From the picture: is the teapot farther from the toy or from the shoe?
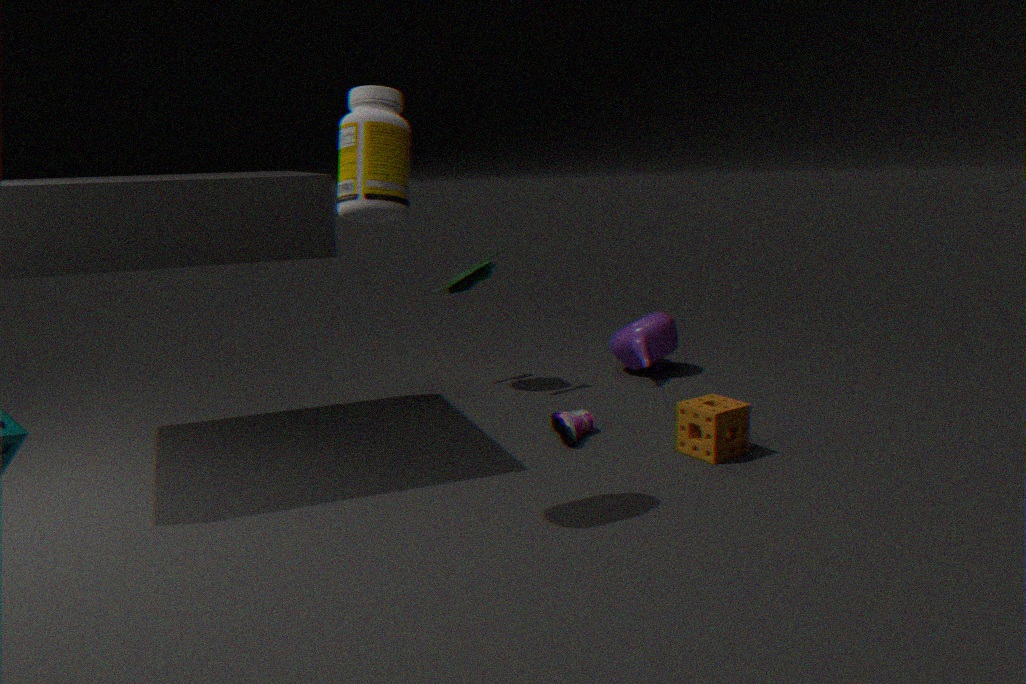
the toy
